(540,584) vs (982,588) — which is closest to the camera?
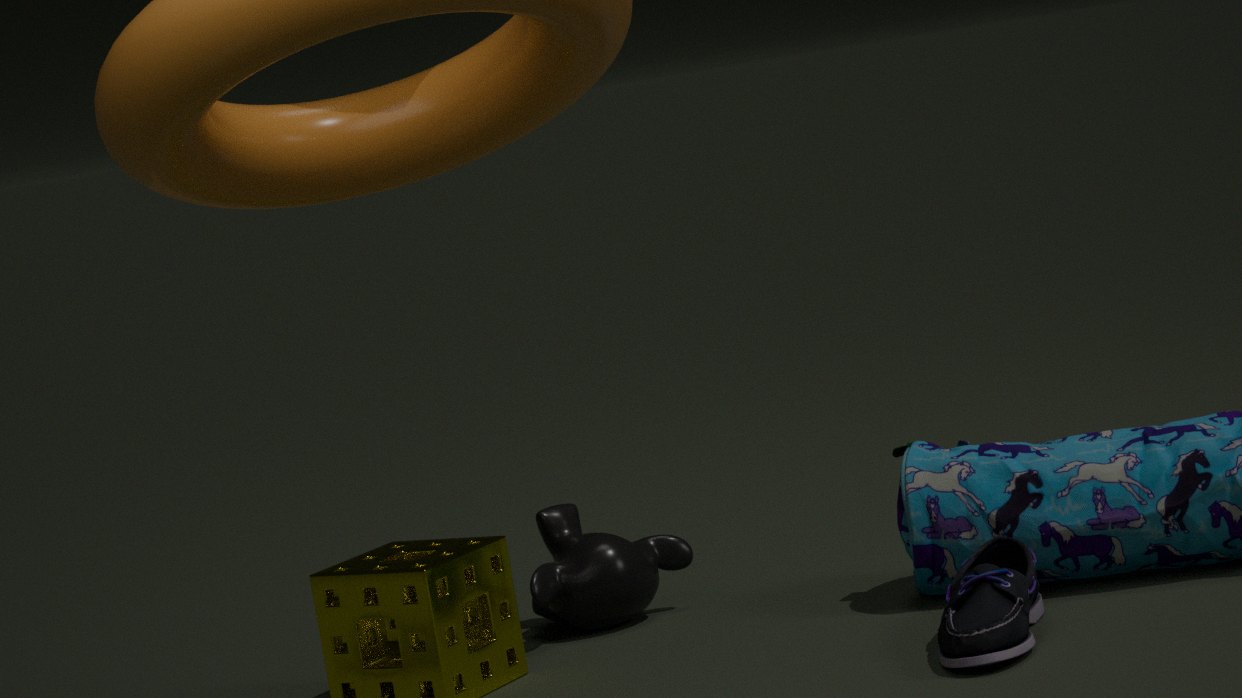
(982,588)
